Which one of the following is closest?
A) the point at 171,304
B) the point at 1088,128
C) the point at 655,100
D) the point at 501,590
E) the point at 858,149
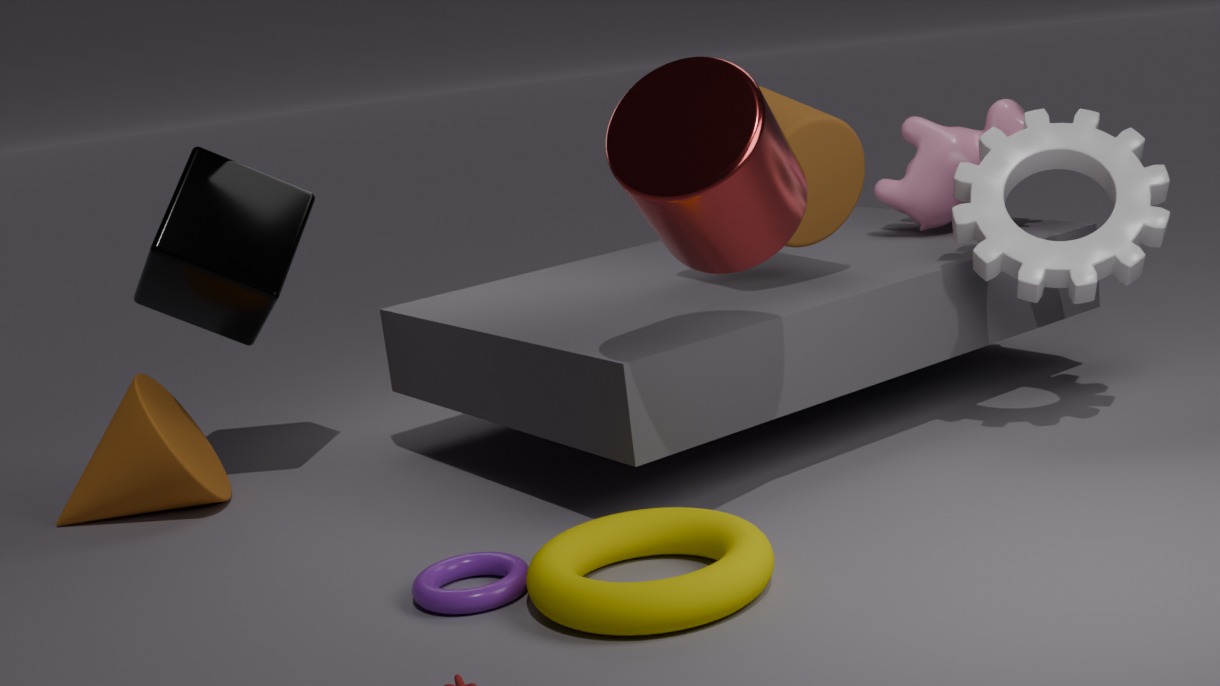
the point at 655,100
